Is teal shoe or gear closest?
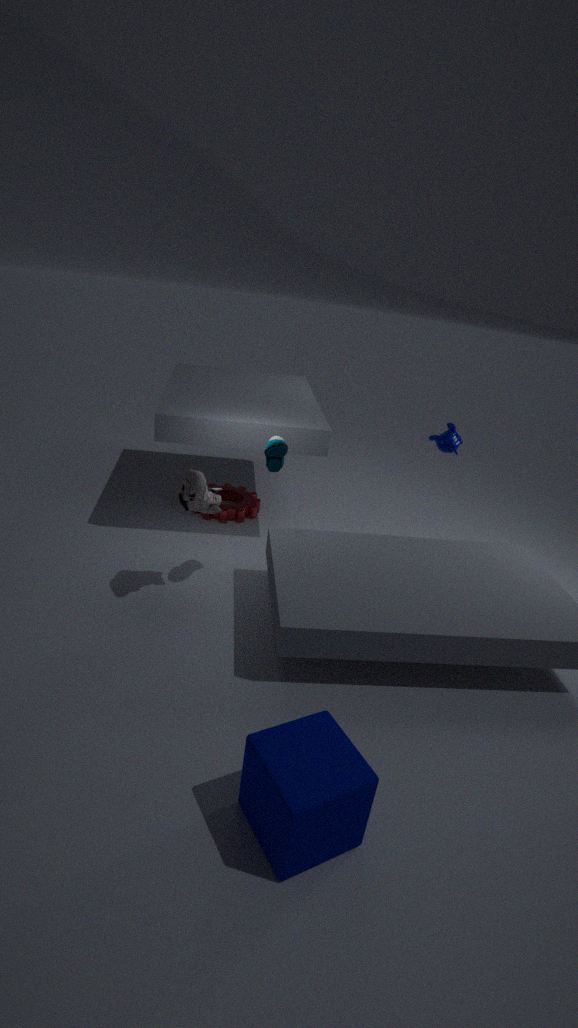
teal shoe
